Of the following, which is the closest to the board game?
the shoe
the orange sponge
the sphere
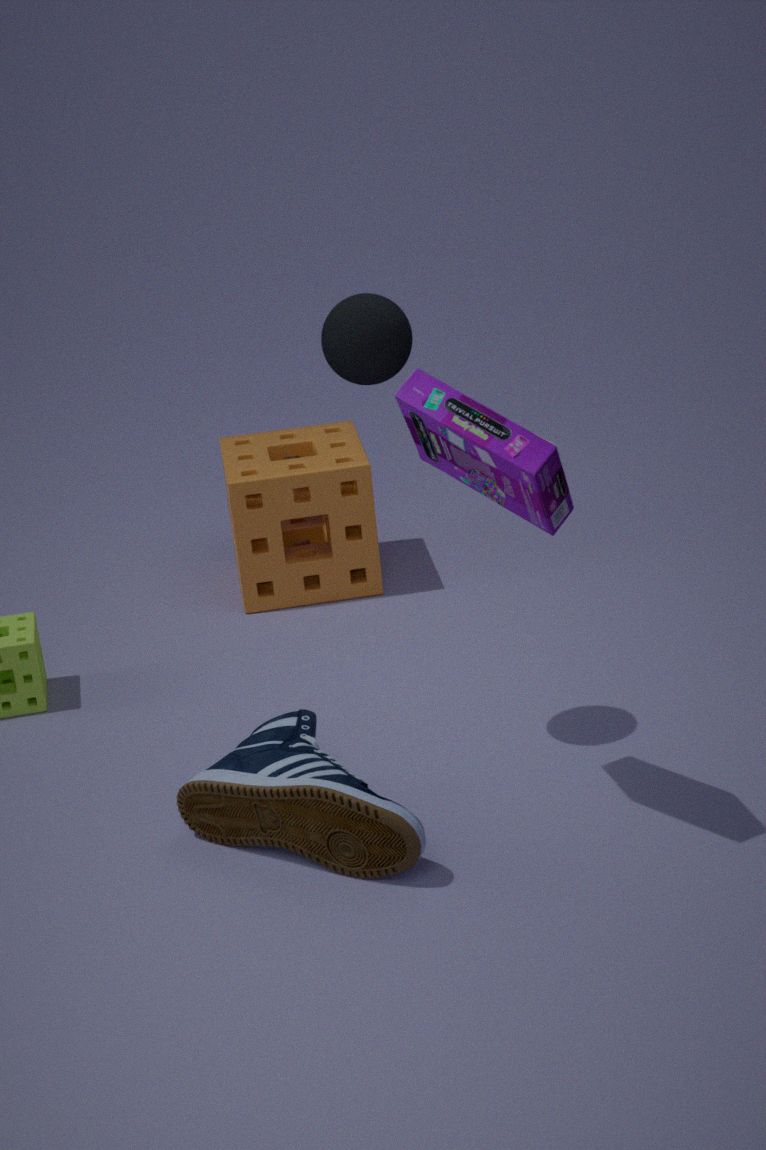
the sphere
